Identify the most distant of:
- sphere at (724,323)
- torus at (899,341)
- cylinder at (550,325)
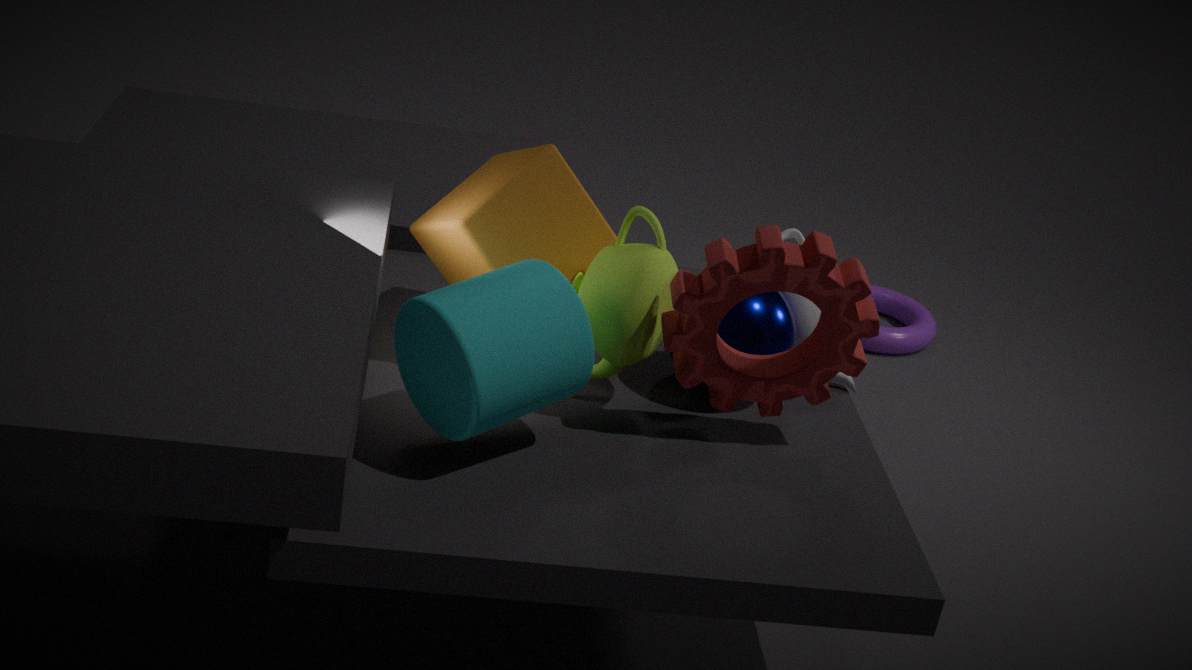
torus at (899,341)
